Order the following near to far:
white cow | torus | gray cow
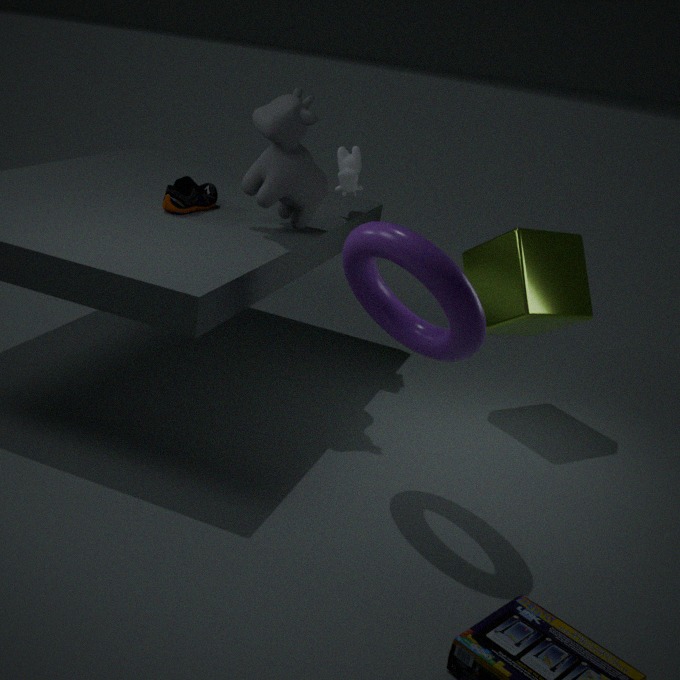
torus, gray cow, white cow
